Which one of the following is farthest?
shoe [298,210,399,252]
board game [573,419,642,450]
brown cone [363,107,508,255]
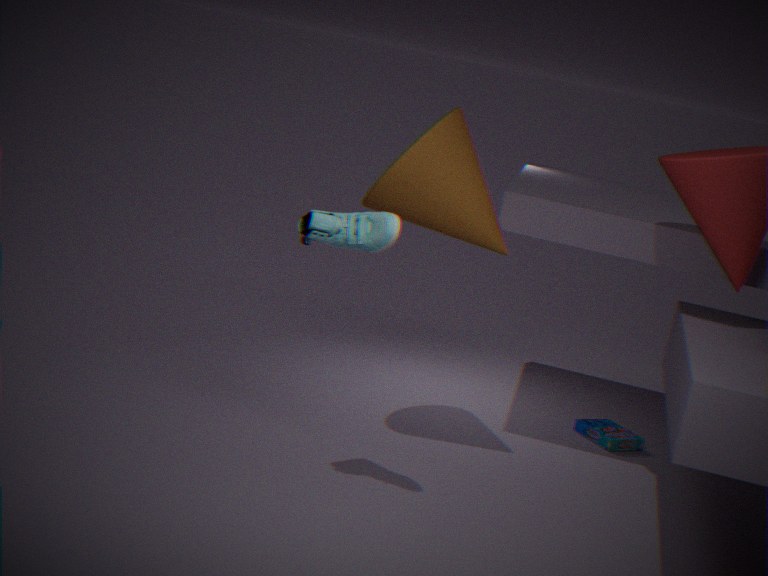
board game [573,419,642,450]
